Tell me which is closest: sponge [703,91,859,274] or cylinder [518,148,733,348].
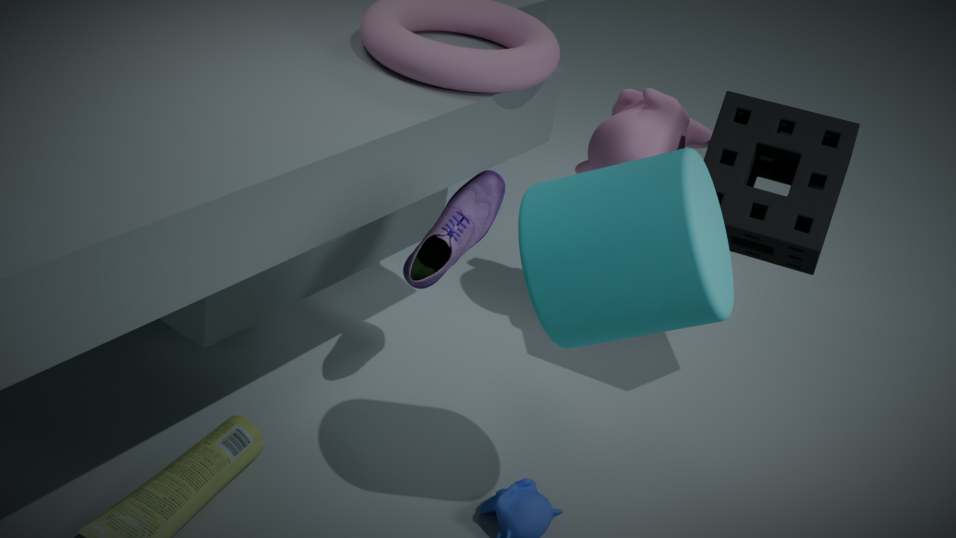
cylinder [518,148,733,348]
